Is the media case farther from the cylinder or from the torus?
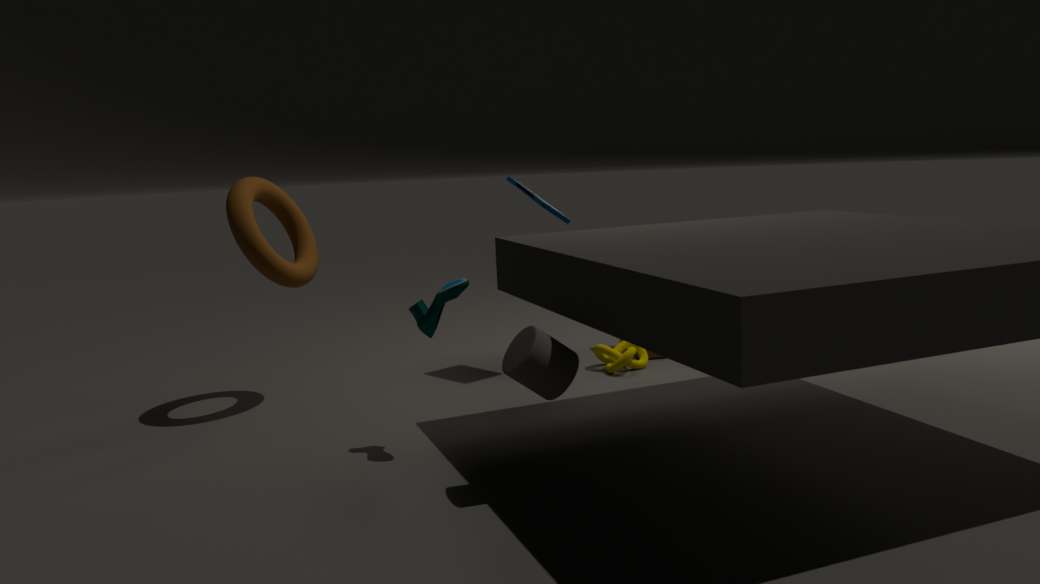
the cylinder
